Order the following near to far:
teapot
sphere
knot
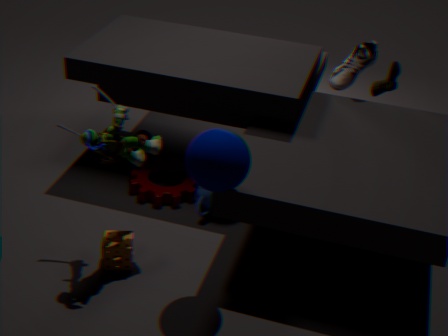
sphere → teapot → knot
